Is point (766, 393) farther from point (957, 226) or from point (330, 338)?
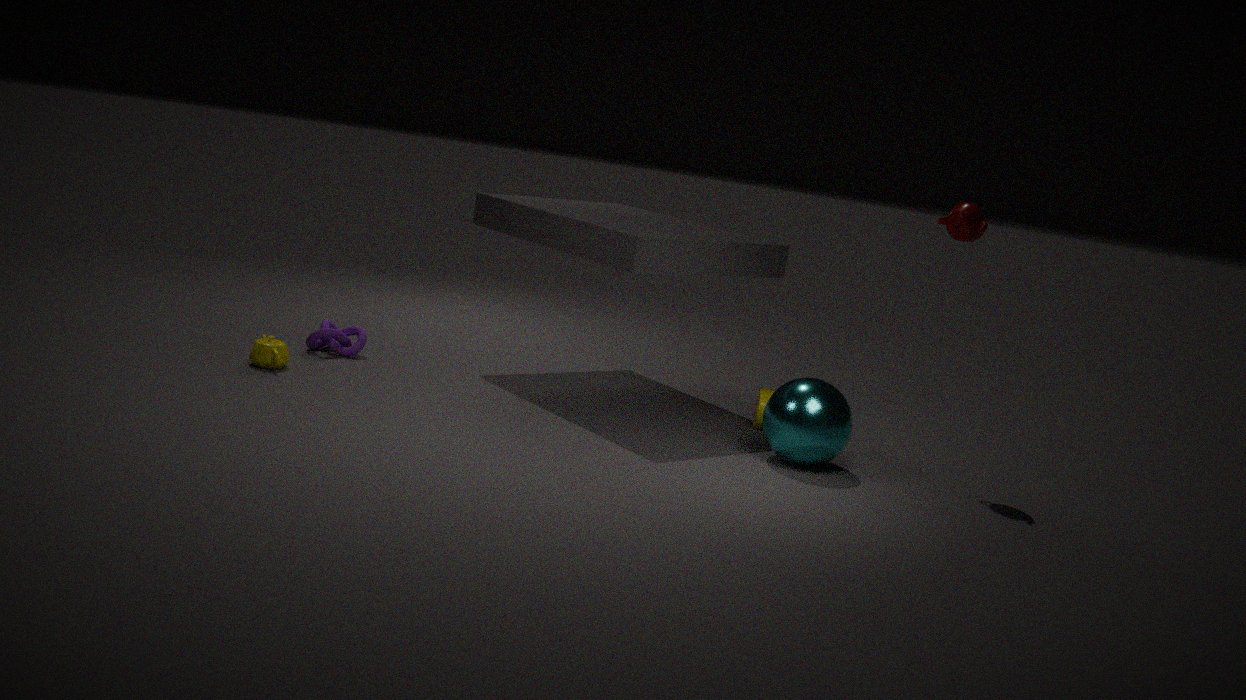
point (330, 338)
